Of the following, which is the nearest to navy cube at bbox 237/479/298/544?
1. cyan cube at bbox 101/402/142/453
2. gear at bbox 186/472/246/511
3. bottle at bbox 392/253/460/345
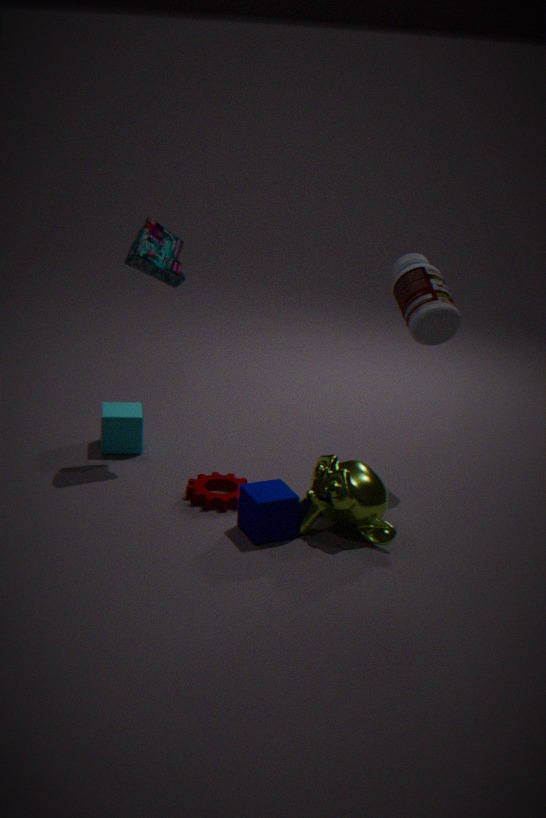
gear at bbox 186/472/246/511
